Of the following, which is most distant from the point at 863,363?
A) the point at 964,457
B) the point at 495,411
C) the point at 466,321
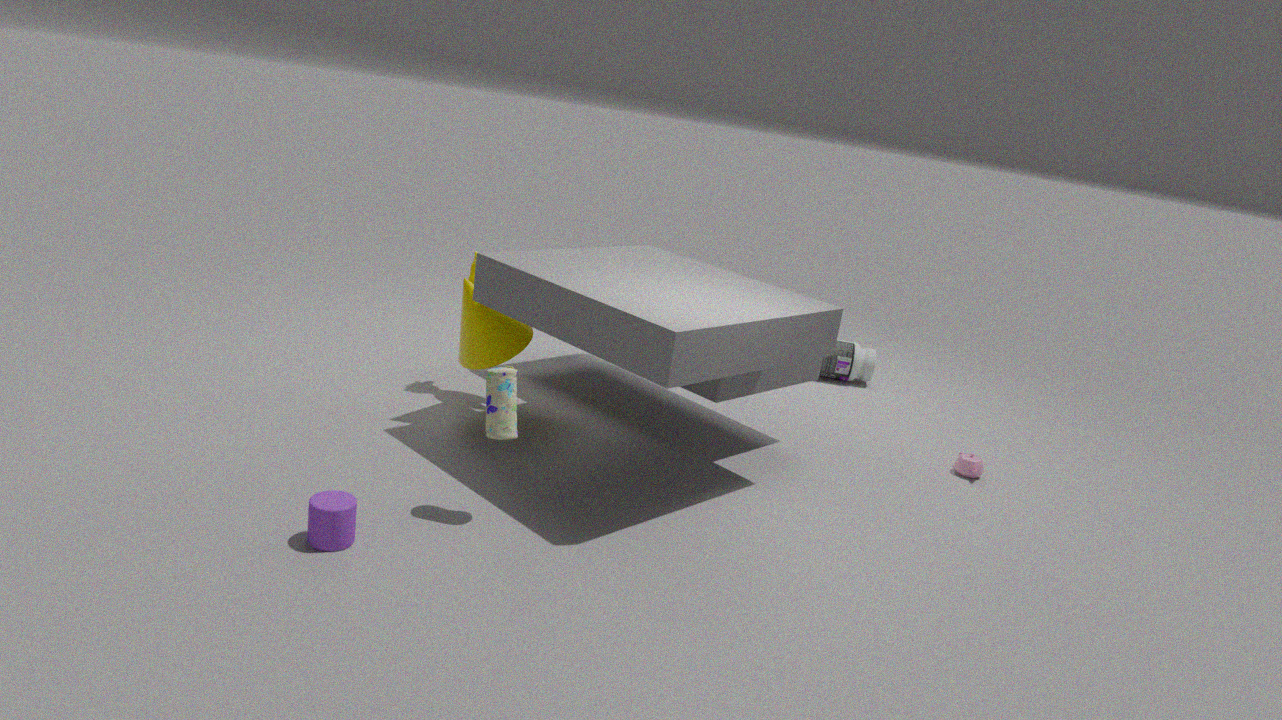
the point at 495,411
